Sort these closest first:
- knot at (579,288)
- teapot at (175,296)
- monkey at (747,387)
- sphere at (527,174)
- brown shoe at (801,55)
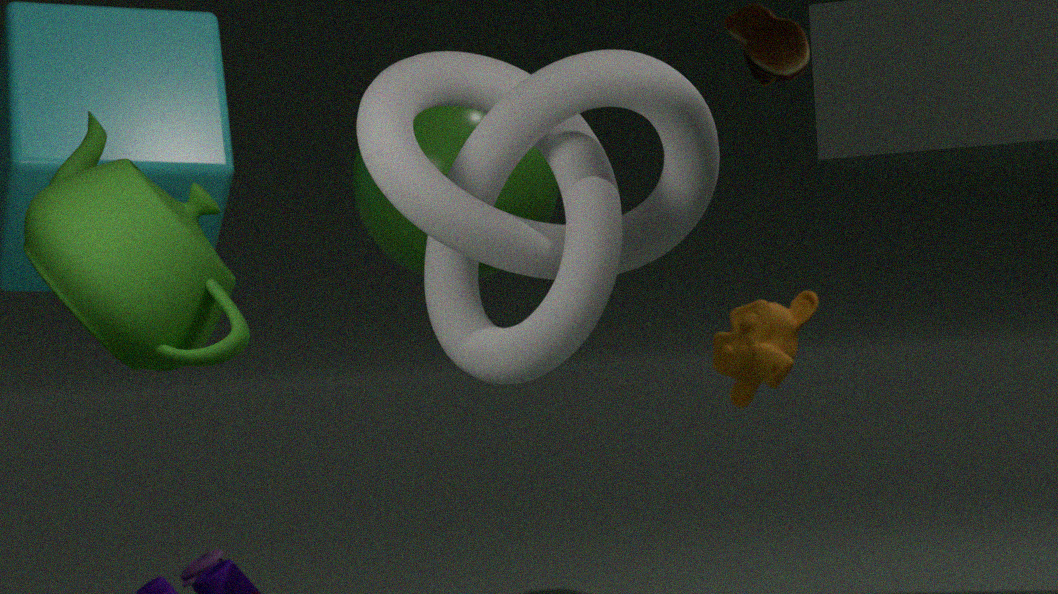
1. teapot at (175,296)
2. knot at (579,288)
3. sphere at (527,174)
4. monkey at (747,387)
5. brown shoe at (801,55)
